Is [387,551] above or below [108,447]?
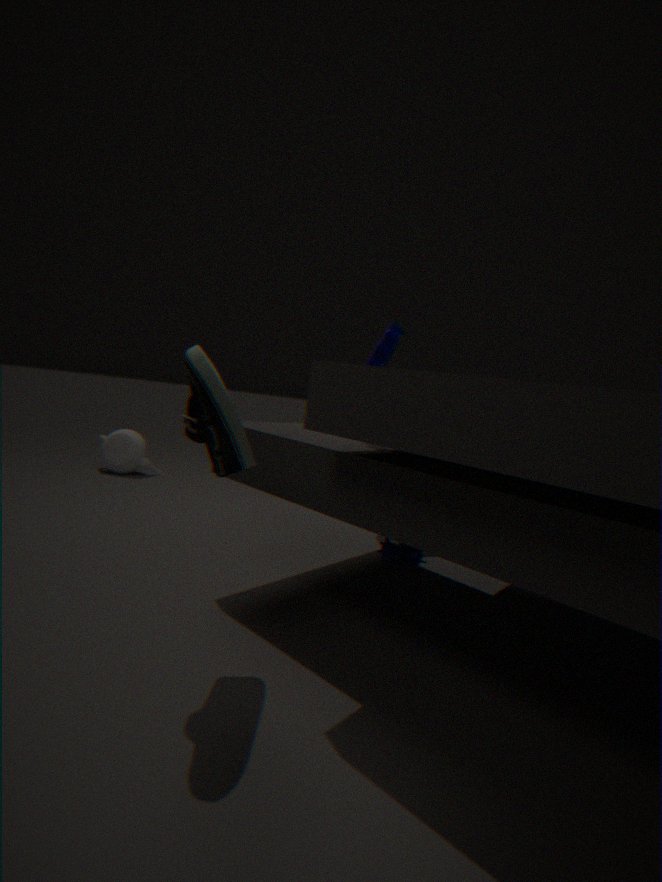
below
